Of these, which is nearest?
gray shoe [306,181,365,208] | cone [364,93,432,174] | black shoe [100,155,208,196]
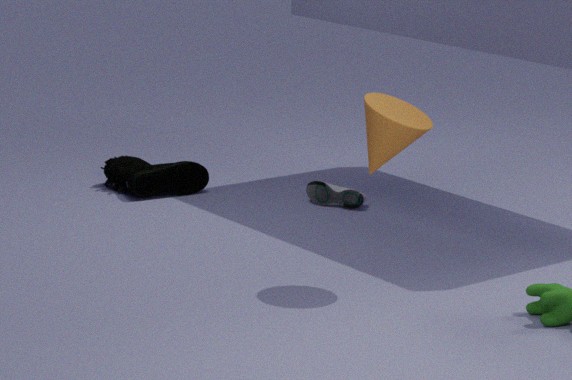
cone [364,93,432,174]
